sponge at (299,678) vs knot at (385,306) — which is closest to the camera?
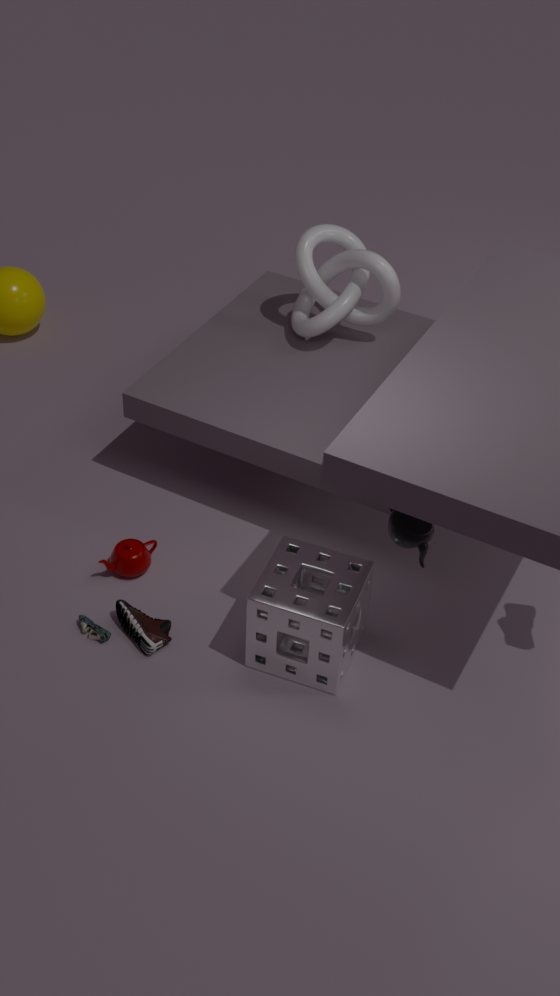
sponge at (299,678)
